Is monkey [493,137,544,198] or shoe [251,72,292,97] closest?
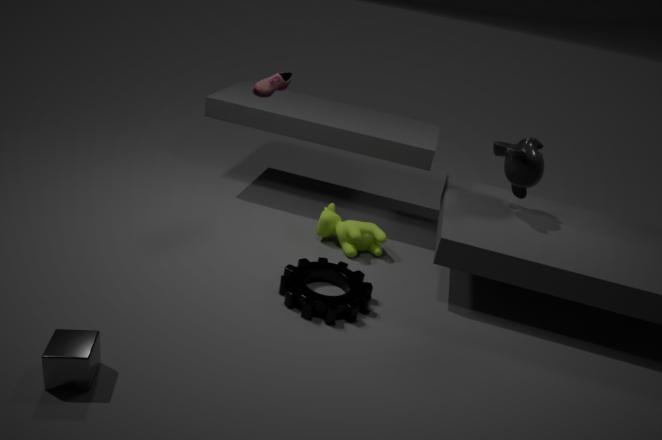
shoe [251,72,292,97]
